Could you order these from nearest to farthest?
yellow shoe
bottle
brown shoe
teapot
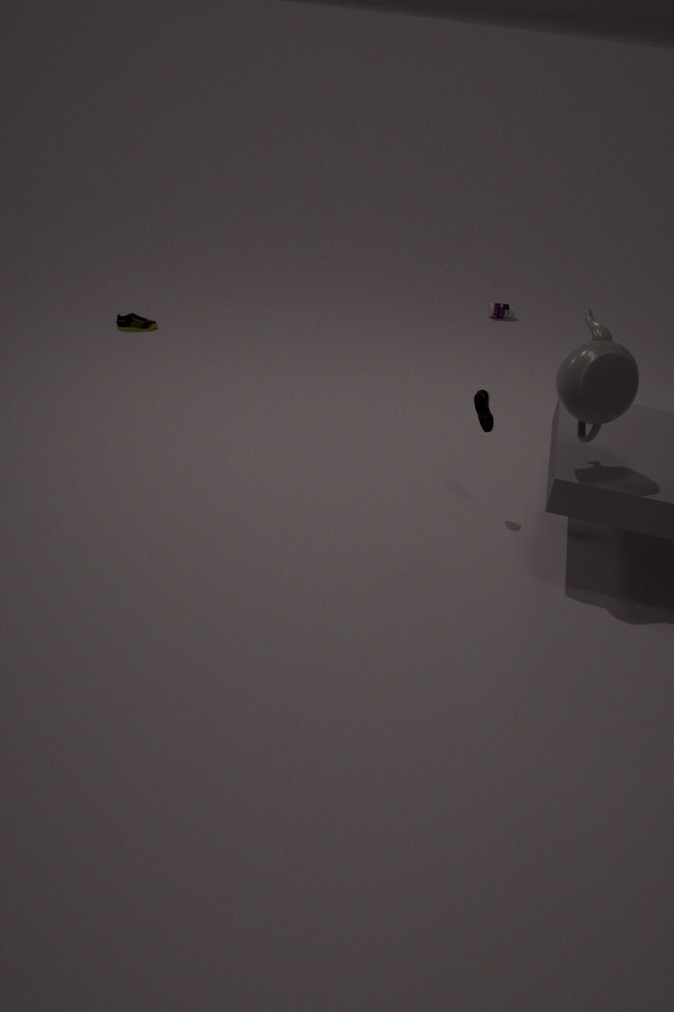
teapot, brown shoe, yellow shoe, bottle
